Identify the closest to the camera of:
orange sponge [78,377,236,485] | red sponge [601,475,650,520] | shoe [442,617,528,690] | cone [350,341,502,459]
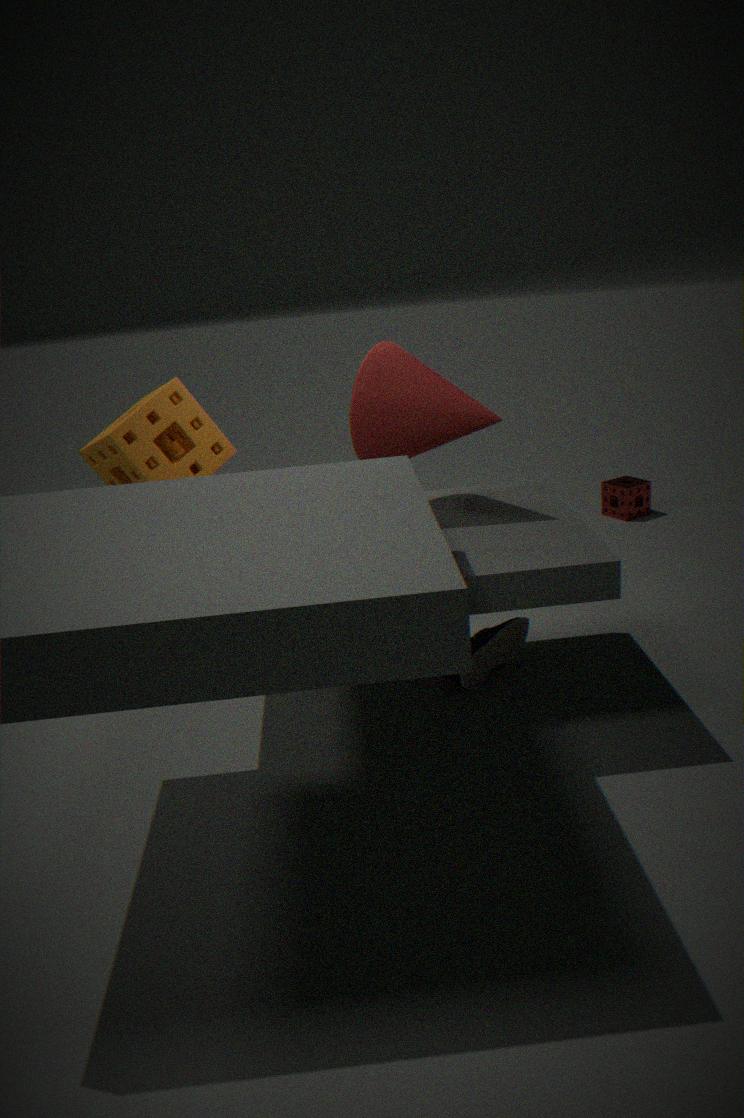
cone [350,341,502,459]
